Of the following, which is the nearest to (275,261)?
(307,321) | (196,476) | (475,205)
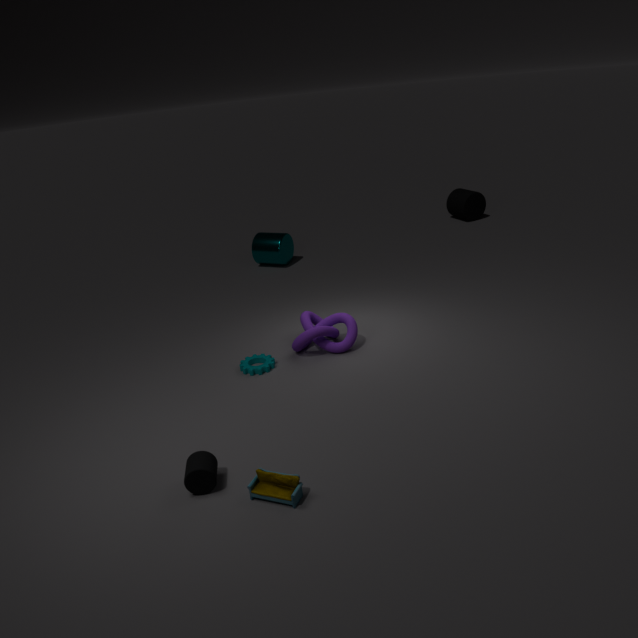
(307,321)
